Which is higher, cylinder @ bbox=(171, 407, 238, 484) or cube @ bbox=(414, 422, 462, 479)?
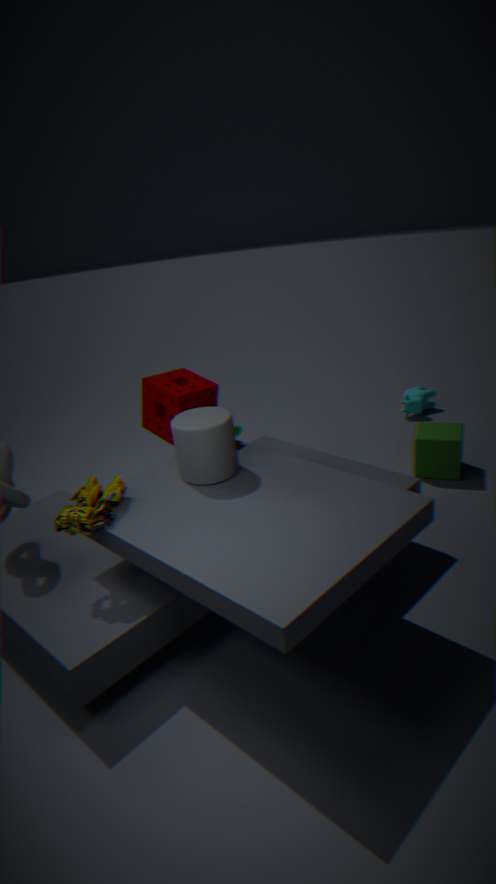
cylinder @ bbox=(171, 407, 238, 484)
